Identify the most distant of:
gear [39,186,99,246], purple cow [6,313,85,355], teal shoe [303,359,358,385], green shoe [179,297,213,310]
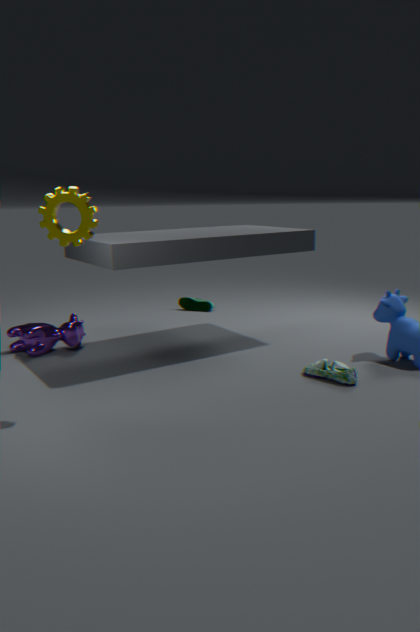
green shoe [179,297,213,310]
